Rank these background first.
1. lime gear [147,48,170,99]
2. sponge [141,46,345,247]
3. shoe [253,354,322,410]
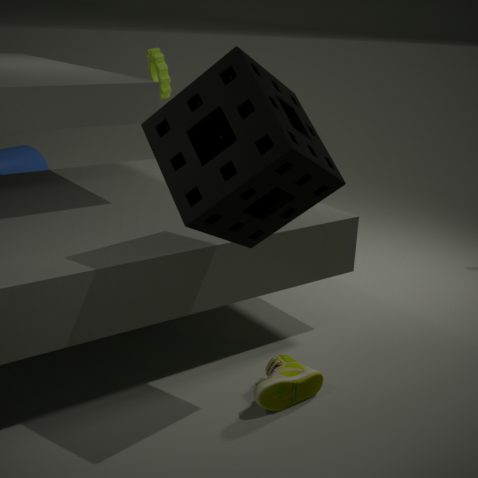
lime gear [147,48,170,99] < shoe [253,354,322,410] < sponge [141,46,345,247]
